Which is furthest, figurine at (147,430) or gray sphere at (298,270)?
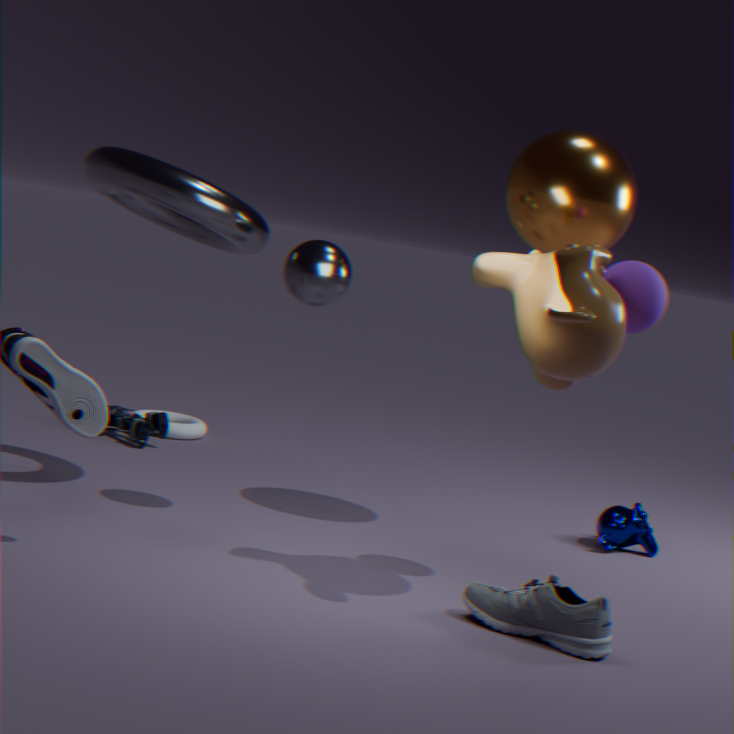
figurine at (147,430)
